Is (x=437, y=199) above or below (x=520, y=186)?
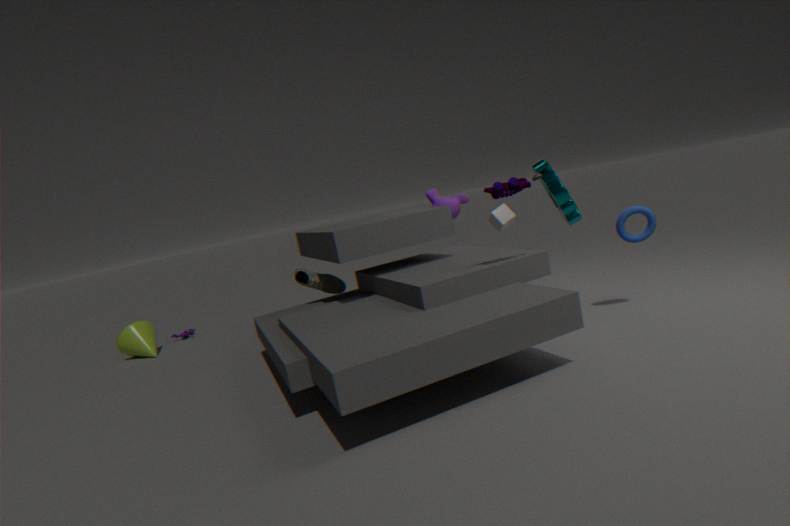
below
